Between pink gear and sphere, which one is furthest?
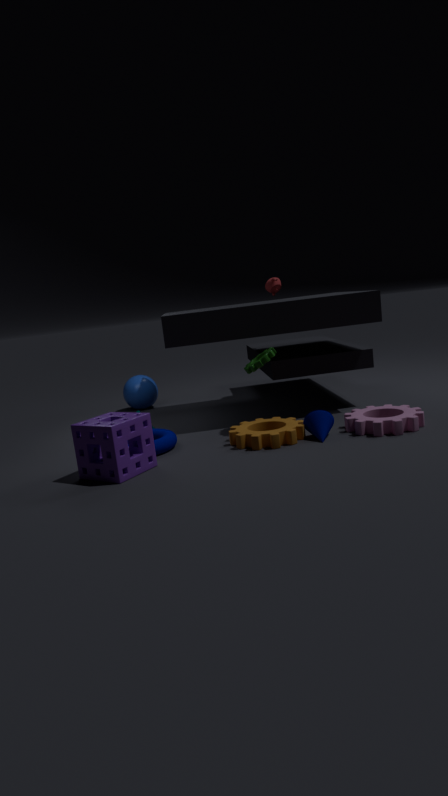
sphere
